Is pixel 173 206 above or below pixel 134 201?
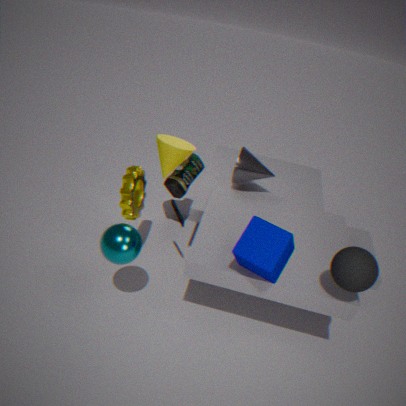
below
